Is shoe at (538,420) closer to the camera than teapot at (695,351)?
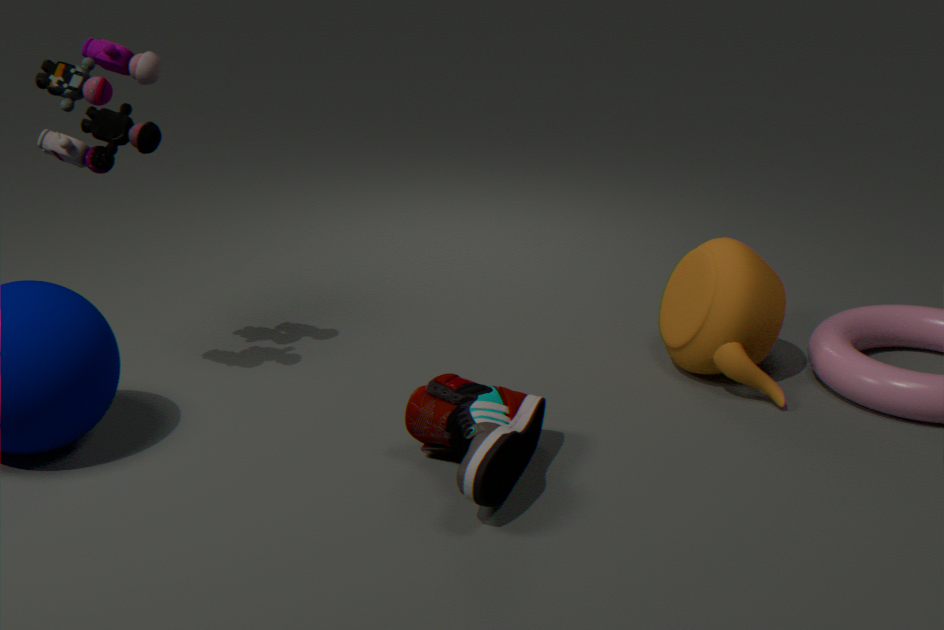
Yes
